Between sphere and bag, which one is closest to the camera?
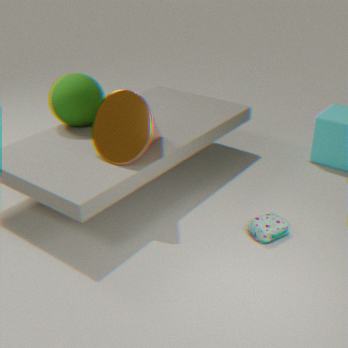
bag
